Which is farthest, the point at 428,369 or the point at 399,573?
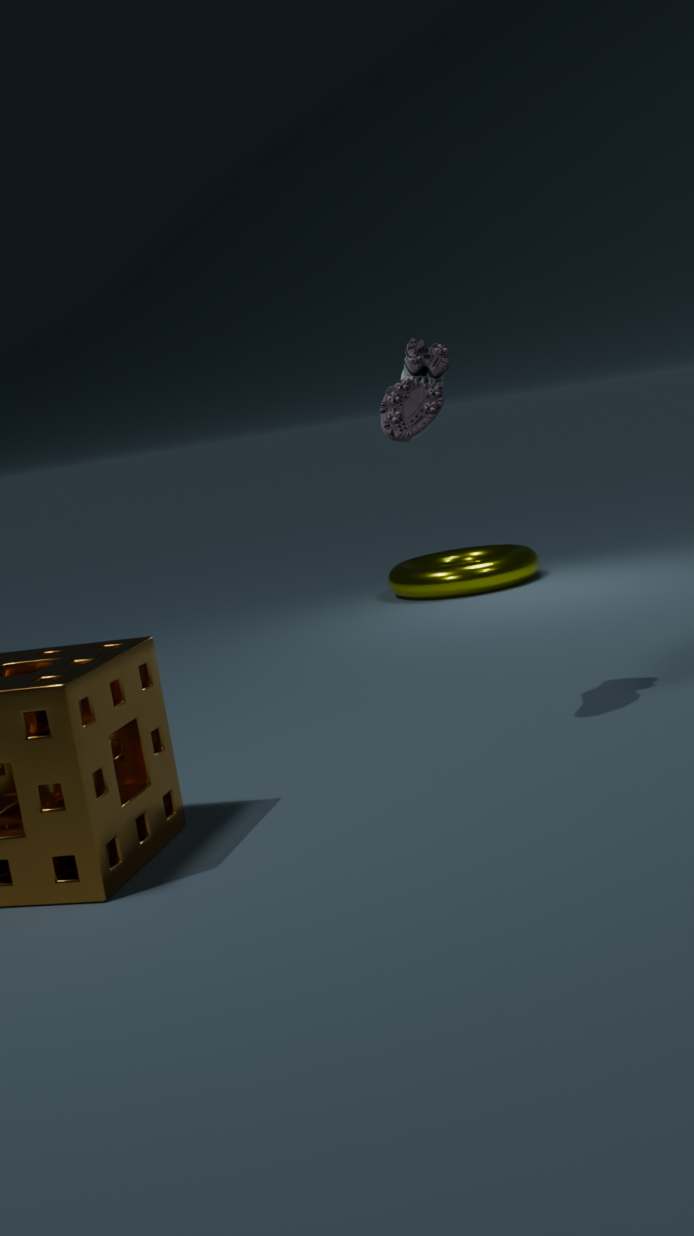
the point at 399,573
